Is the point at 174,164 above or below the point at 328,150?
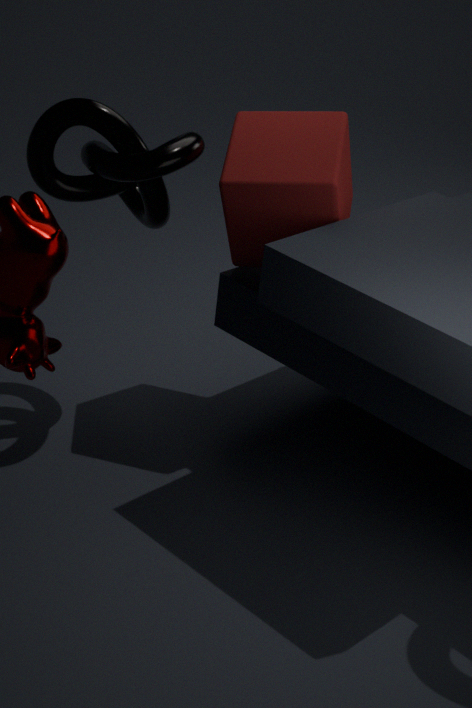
above
